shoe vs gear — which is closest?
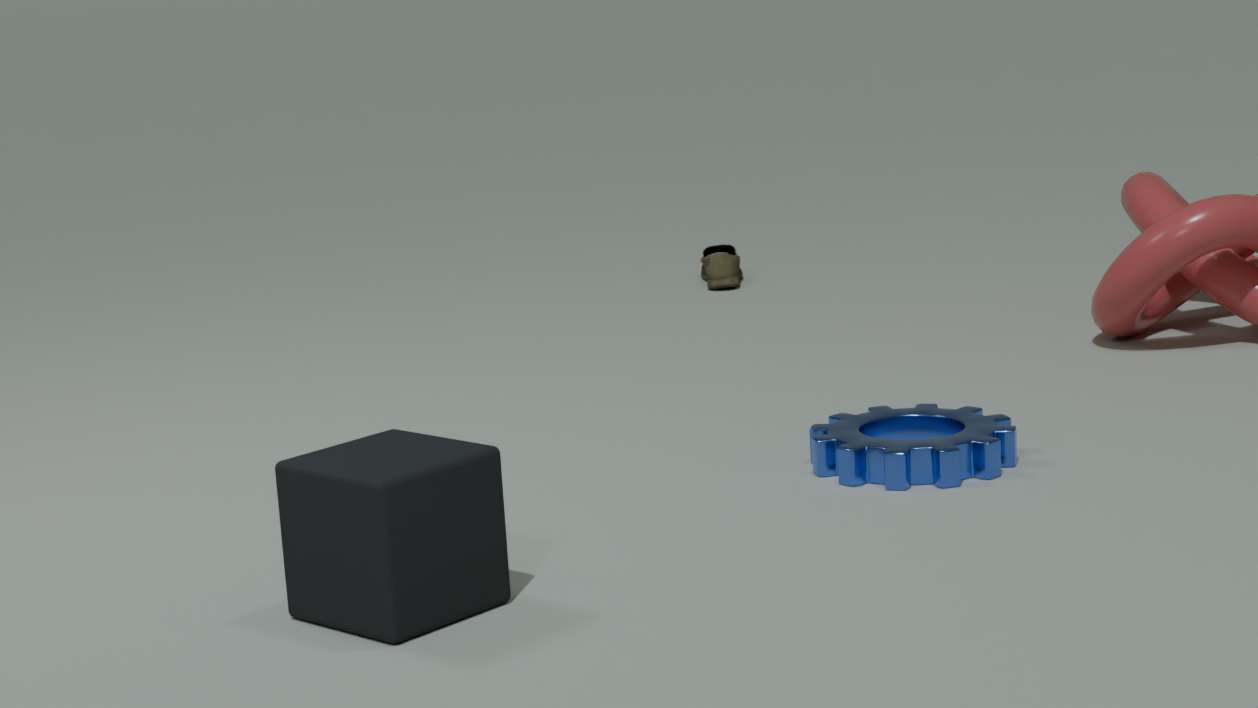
gear
